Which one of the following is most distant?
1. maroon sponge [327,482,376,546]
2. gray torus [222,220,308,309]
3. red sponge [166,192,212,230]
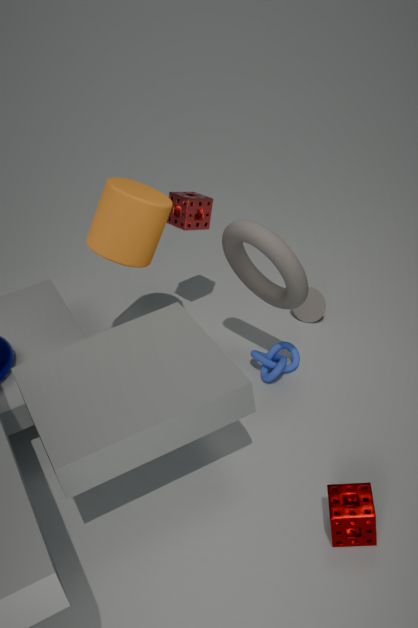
red sponge [166,192,212,230]
